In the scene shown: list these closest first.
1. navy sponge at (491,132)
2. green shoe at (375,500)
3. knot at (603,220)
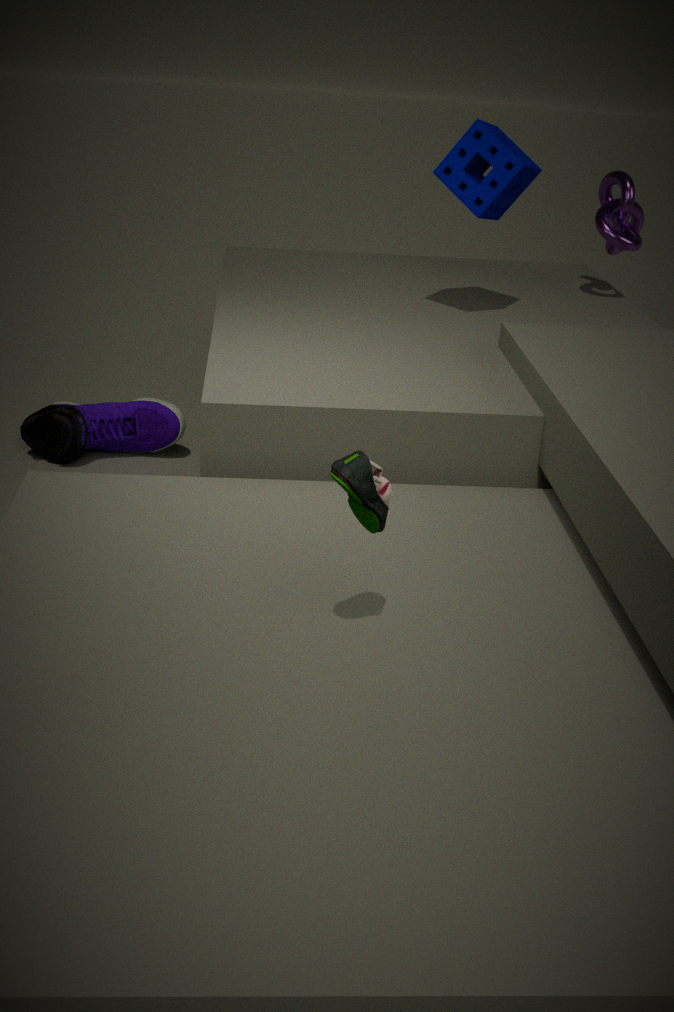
1. green shoe at (375,500)
2. navy sponge at (491,132)
3. knot at (603,220)
